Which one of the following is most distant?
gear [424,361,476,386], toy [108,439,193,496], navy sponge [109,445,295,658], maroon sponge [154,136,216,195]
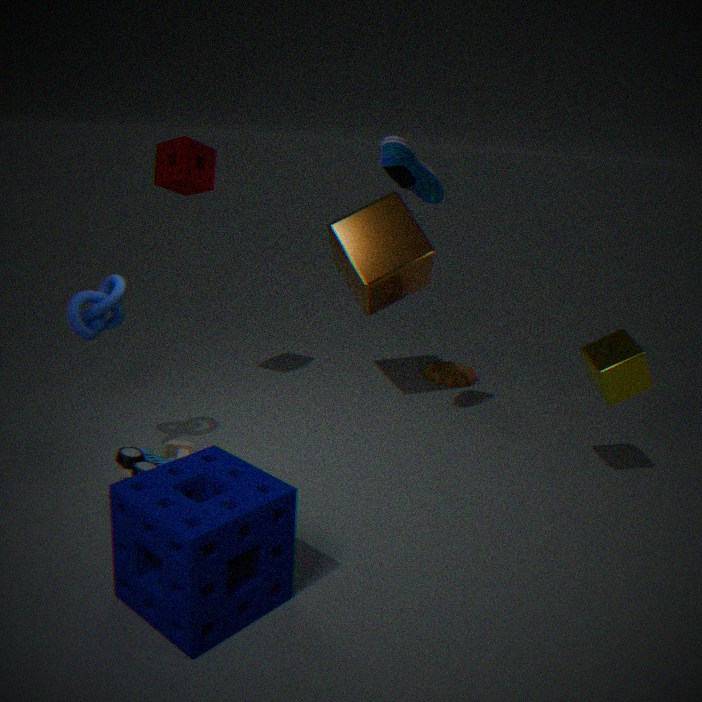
gear [424,361,476,386]
